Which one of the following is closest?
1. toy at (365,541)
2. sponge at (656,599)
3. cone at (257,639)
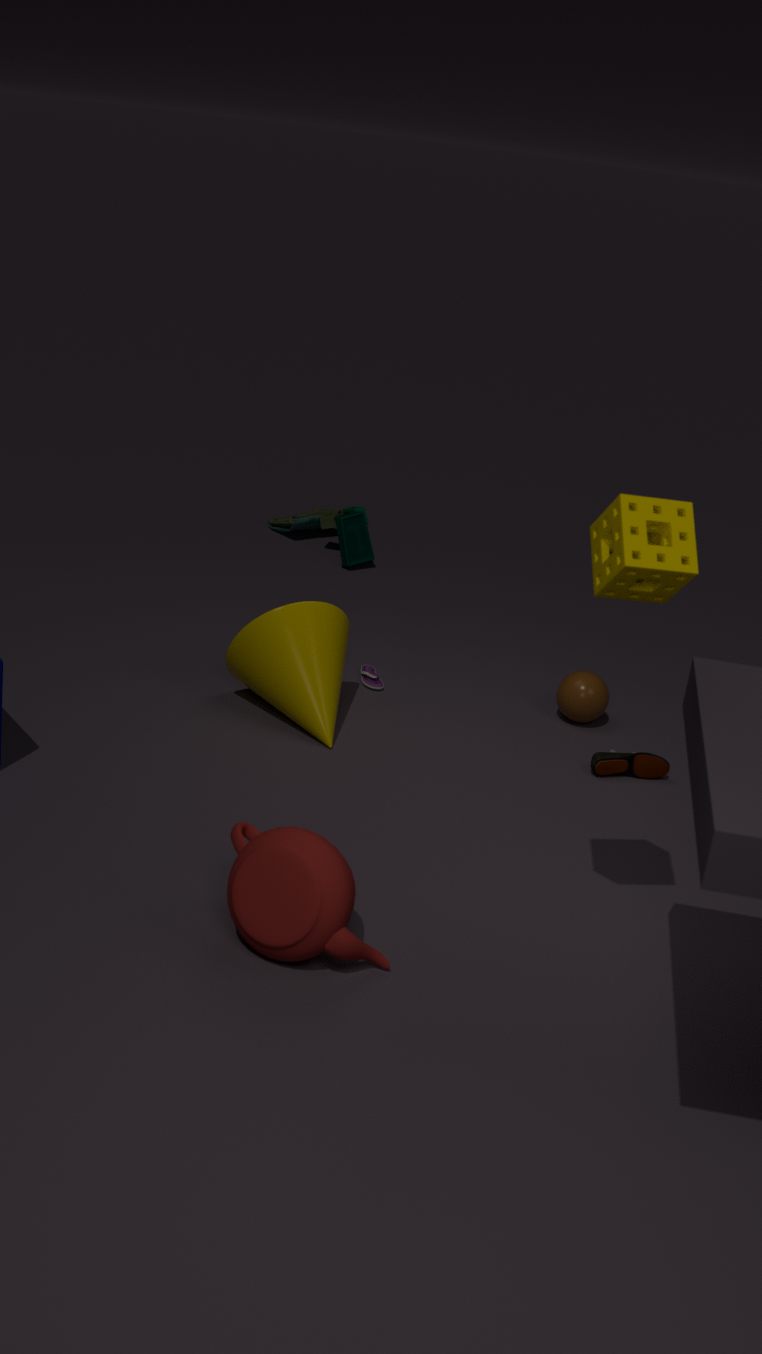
sponge at (656,599)
